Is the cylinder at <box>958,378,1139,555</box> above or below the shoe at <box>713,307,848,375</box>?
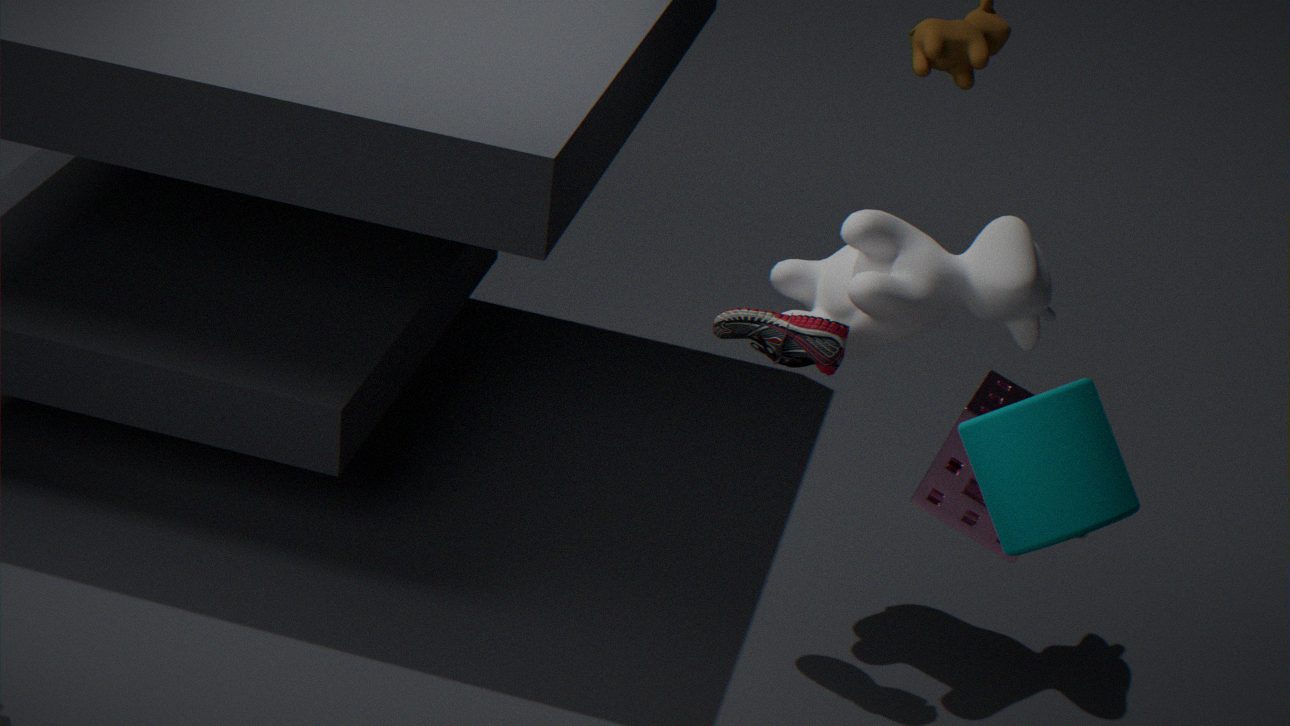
above
